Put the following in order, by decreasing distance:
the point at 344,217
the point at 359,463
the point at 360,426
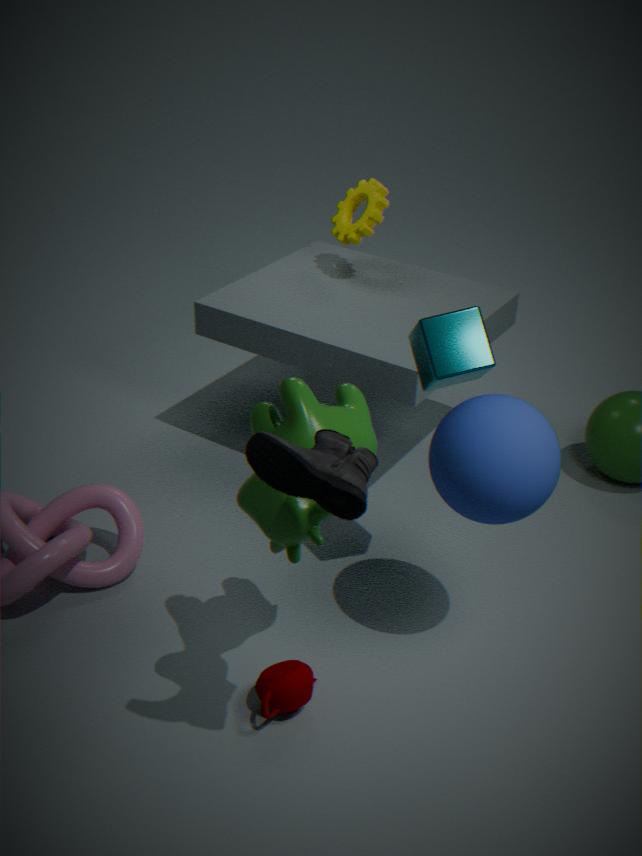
the point at 344,217
the point at 360,426
the point at 359,463
